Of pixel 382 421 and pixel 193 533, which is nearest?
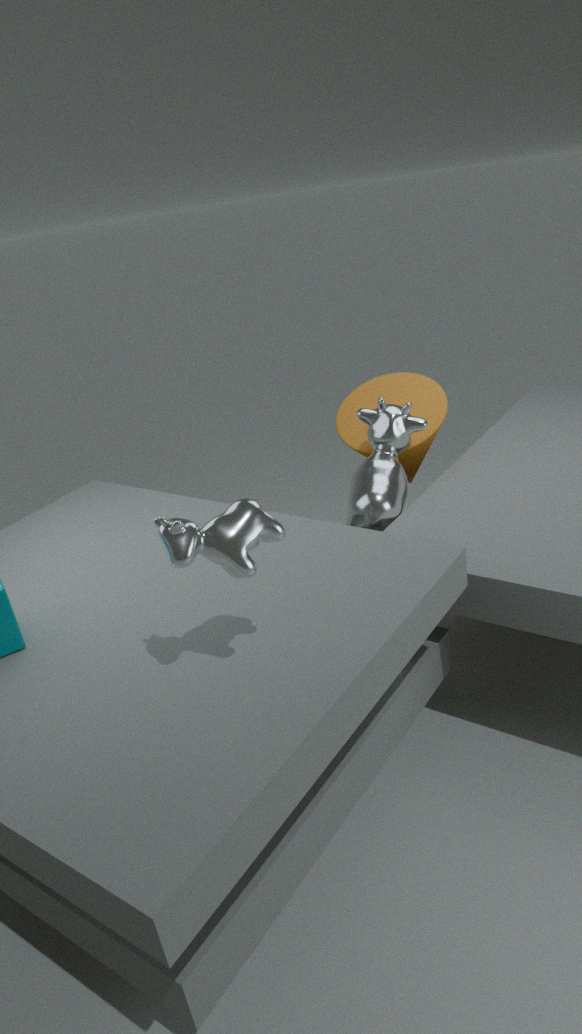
pixel 193 533
